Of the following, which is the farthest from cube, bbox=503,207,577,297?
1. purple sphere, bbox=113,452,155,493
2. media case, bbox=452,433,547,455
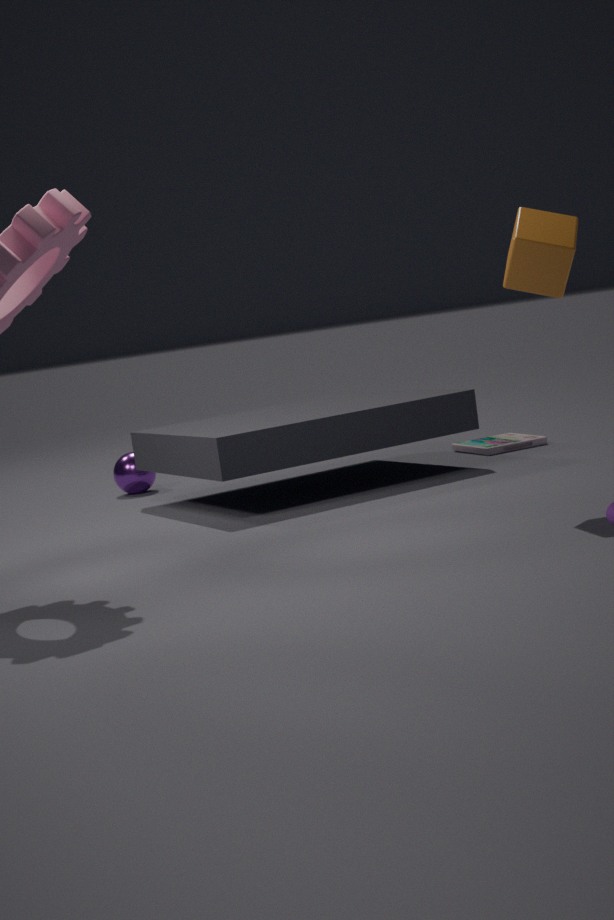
purple sphere, bbox=113,452,155,493
